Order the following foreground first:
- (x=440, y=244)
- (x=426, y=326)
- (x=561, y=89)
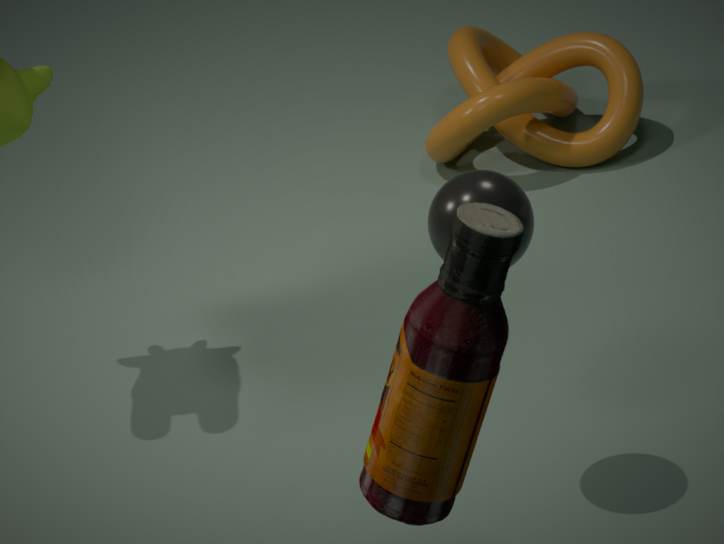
(x=426, y=326), (x=440, y=244), (x=561, y=89)
